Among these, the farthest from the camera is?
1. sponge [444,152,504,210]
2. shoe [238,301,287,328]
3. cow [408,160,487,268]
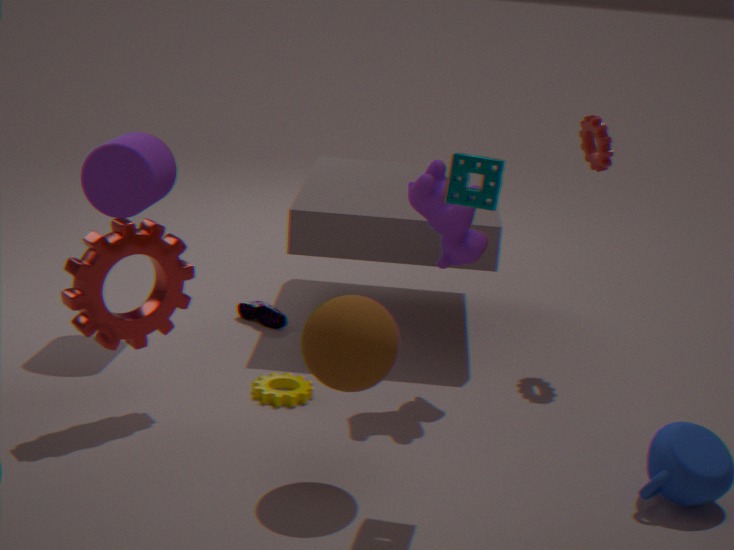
shoe [238,301,287,328]
